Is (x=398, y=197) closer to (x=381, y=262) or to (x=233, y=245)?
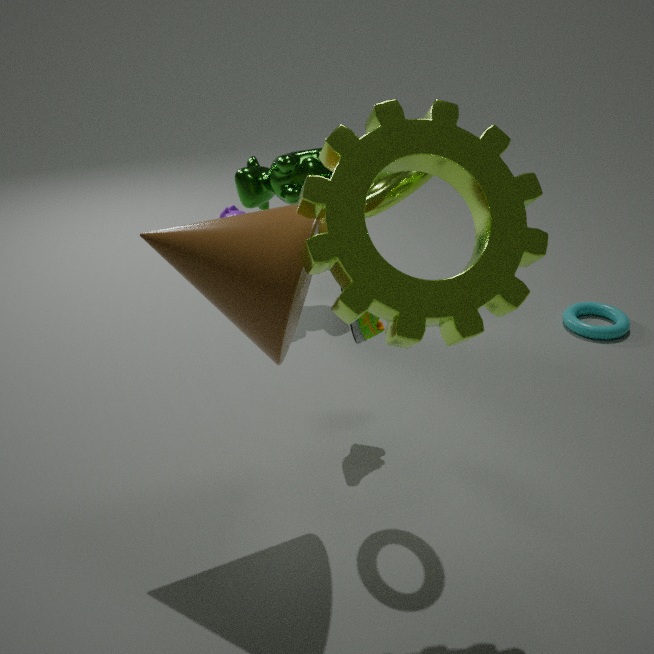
(x=381, y=262)
